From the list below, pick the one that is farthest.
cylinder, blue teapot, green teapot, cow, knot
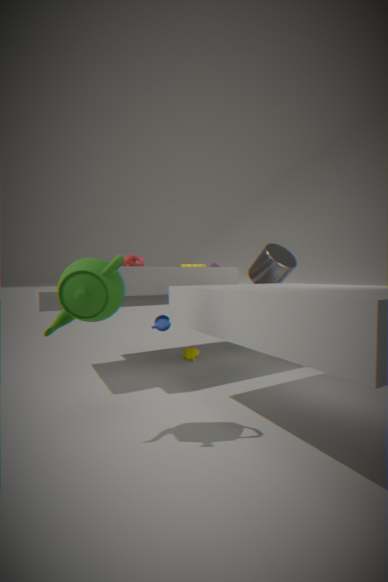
cow
